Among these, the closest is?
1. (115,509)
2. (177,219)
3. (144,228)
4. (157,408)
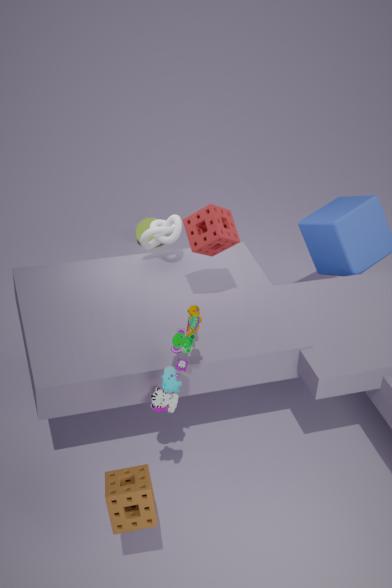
(115,509)
